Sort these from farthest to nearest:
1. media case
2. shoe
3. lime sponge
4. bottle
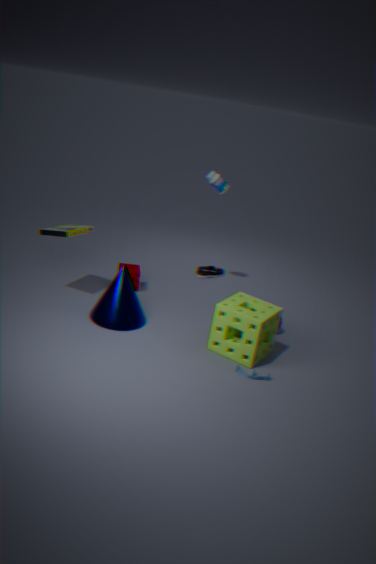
shoe
bottle
media case
lime sponge
